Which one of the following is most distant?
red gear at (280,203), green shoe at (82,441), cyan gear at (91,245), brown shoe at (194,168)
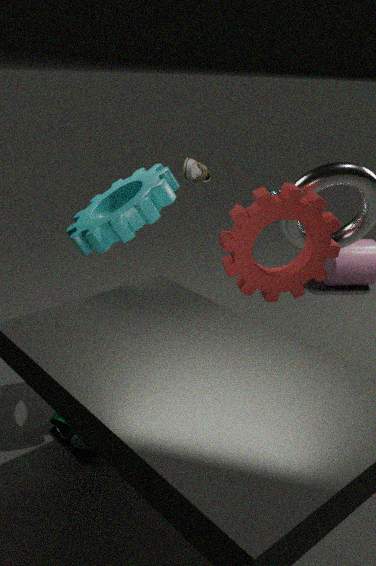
brown shoe at (194,168)
